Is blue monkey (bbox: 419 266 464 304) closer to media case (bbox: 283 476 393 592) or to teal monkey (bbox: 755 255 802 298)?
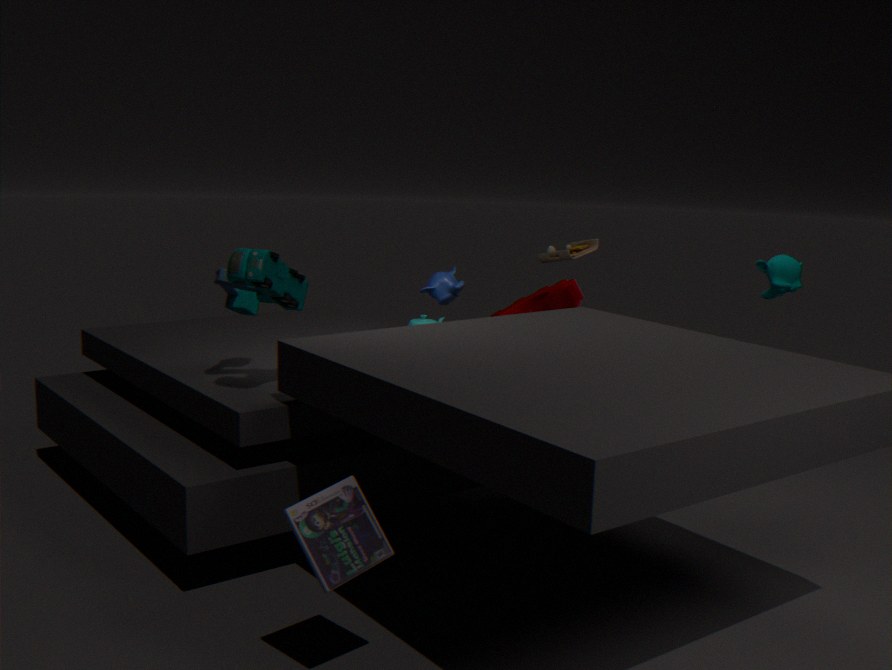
teal monkey (bbox: 755 255 802 298)
